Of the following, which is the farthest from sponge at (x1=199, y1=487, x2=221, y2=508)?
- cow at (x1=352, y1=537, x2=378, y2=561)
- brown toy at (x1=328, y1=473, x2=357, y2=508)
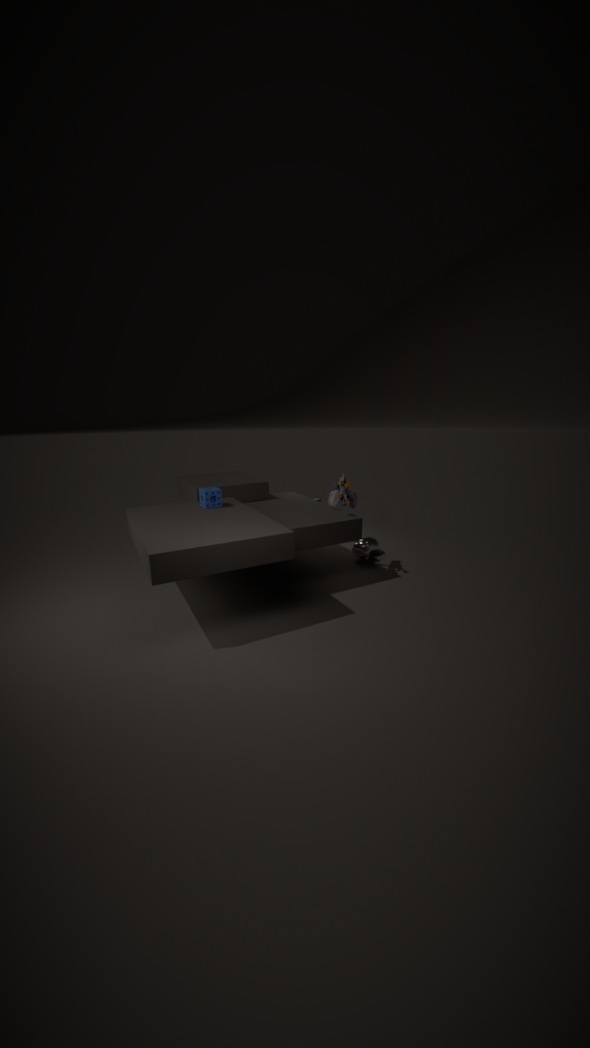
cow at (x1=352, y1=537, x2=378, y2=561)
